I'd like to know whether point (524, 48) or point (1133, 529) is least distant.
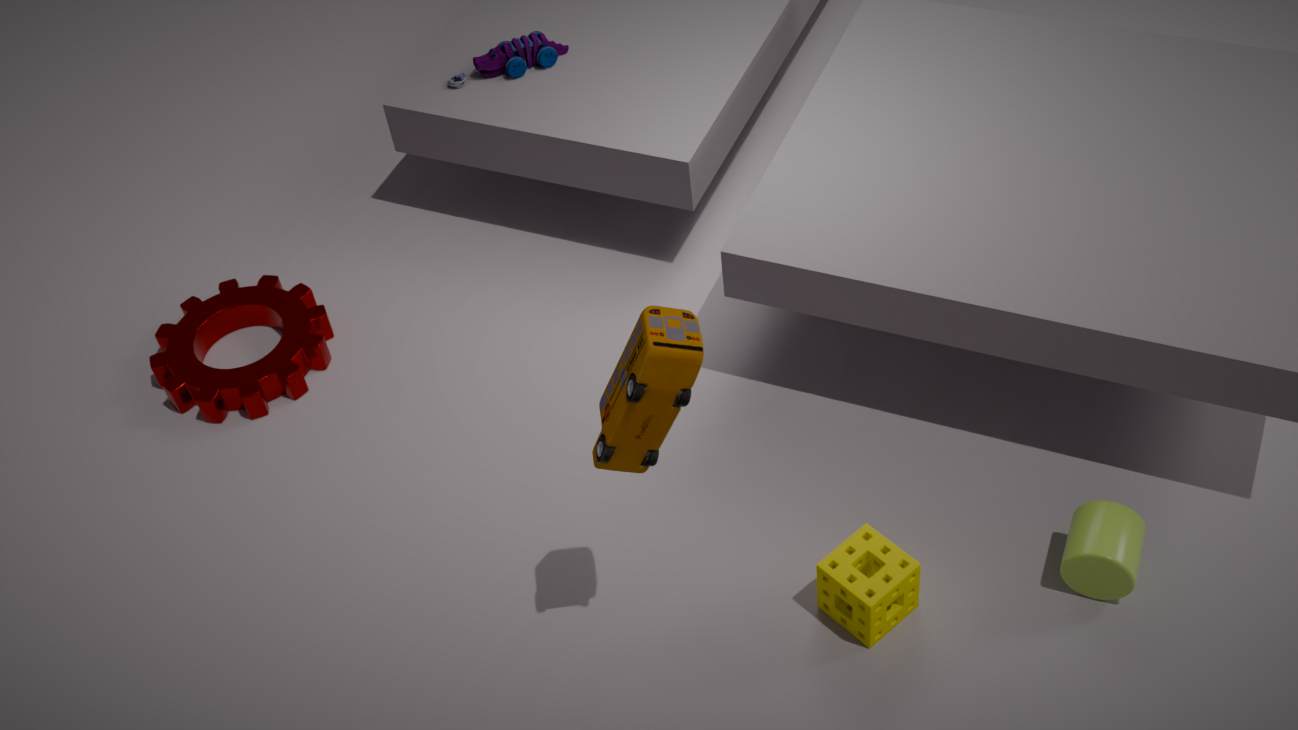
point (1133, 529)
